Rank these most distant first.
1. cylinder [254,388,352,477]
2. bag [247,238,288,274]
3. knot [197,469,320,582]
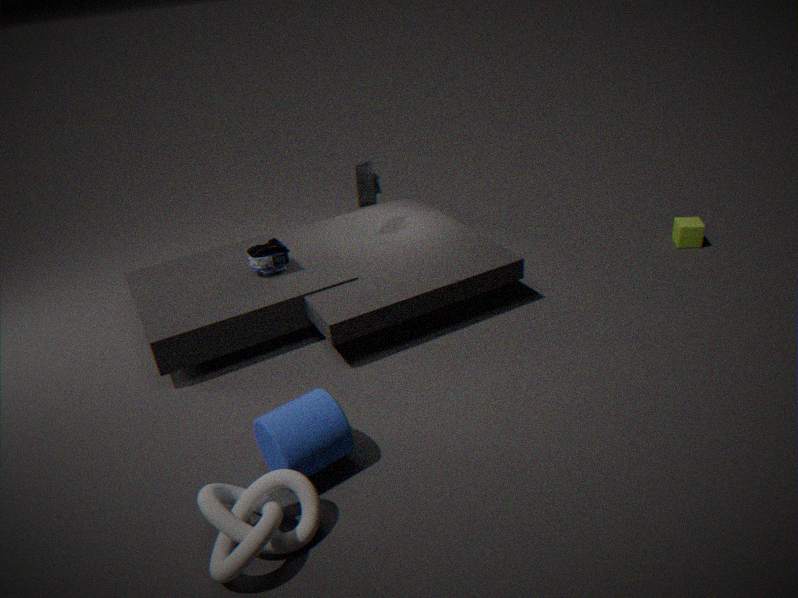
bag [247,238,288,274] < cylinder [254,388,352,477] < knot [197,469,320,582]
